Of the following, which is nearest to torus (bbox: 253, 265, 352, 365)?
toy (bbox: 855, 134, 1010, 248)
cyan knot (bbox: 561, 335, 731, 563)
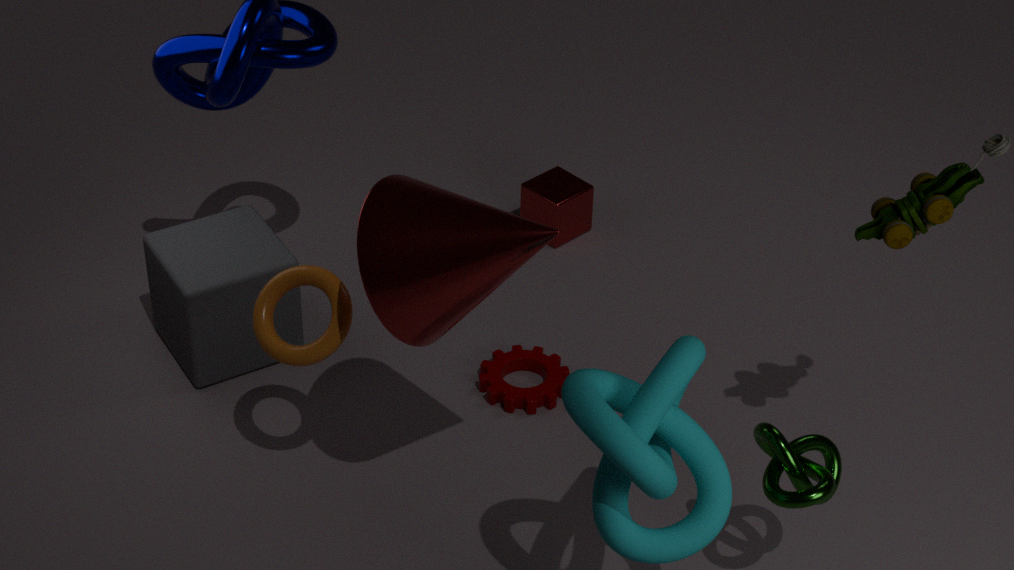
cyan knot (bbox: 561, 335, 731, 563)
